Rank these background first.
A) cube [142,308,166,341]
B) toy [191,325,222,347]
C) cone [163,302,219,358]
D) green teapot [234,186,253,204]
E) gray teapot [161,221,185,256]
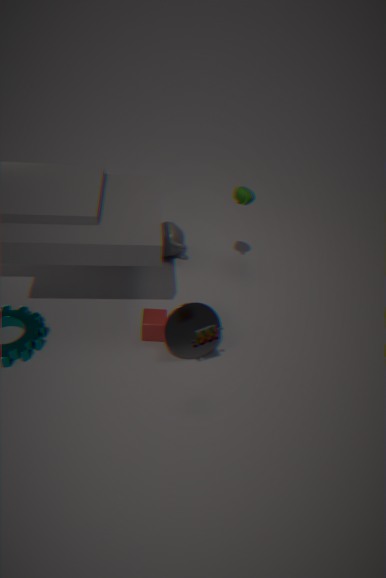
gray teapot [161,221,185,256] → green teapot [234,186,253,204] → cube [142,308,166,341] → cone [163,302,219,358] → toy [191,325,222,347]
